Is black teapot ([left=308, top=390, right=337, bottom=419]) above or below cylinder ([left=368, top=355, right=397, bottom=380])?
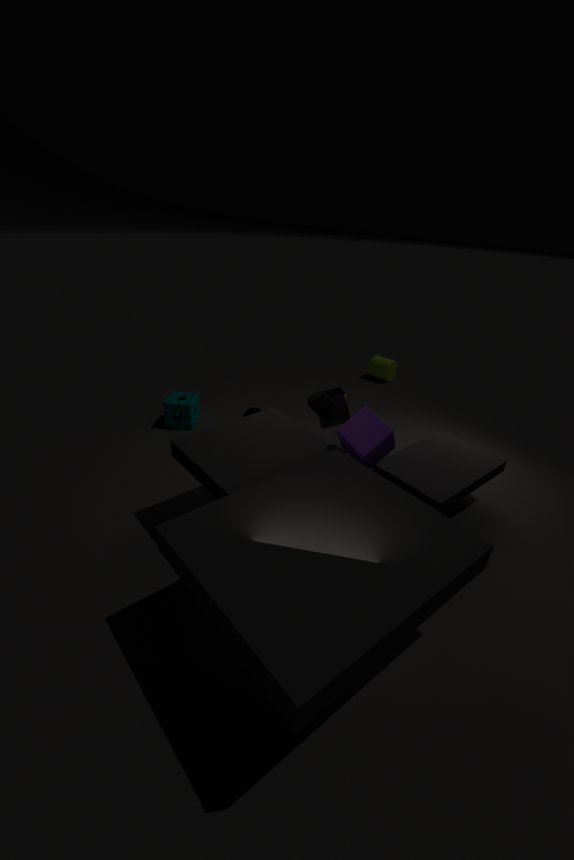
above
